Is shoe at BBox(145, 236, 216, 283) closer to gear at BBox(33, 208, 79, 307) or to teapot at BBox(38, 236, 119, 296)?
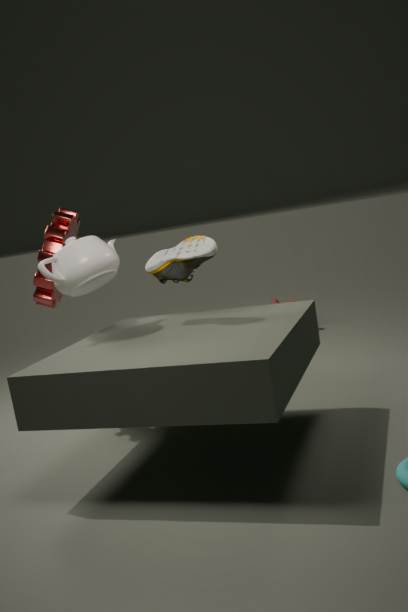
teapot at BBox(38, 236, 119, 296)
